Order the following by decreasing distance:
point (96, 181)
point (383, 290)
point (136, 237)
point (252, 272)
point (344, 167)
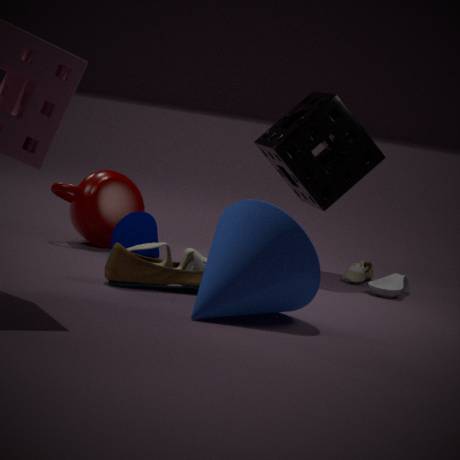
point (344, 167)
point (96, 181)
point (383, 290)
point (136, 237)
point (252, 272)
